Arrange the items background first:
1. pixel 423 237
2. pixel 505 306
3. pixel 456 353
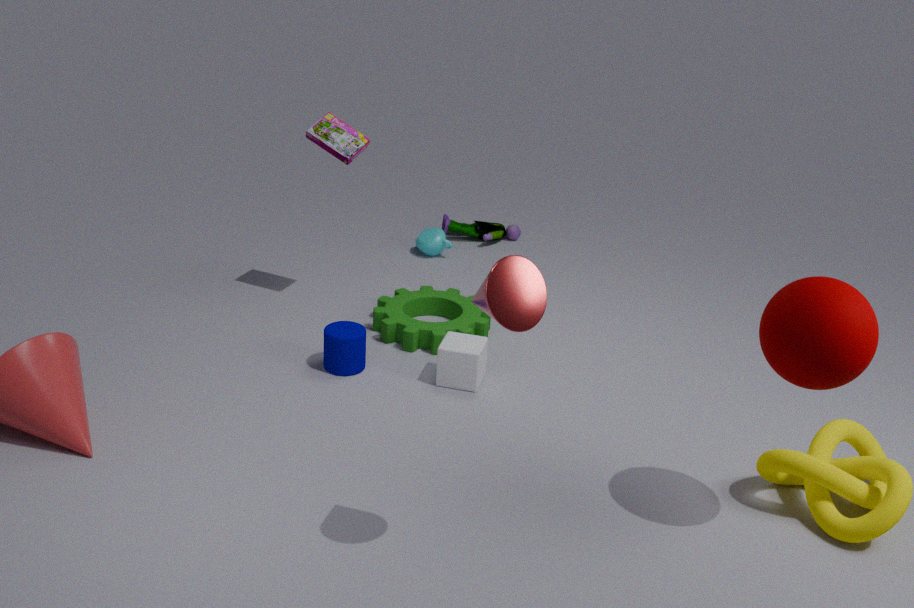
1. pixel 423 237
2. pixel 456 353
3. pixel 505 306
